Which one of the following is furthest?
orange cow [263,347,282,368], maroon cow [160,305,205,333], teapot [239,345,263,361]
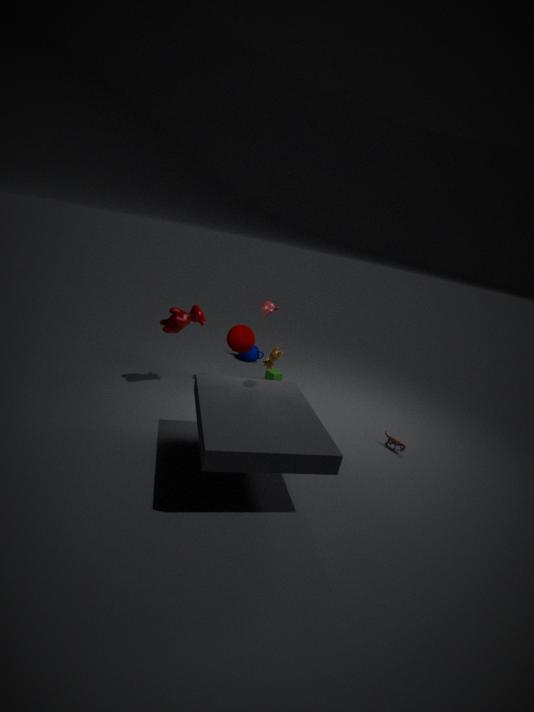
teapot [239,345,263,361]
